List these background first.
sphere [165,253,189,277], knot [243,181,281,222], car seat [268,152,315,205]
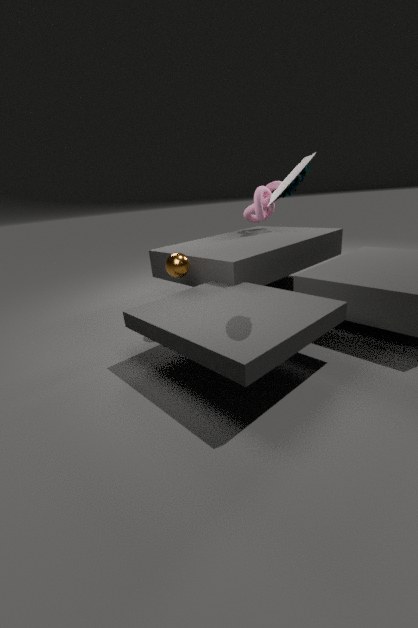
1. knot [243,181,281,222]
2. sphere [165,253,189,277]
3. car seat [268,152,315,205]
